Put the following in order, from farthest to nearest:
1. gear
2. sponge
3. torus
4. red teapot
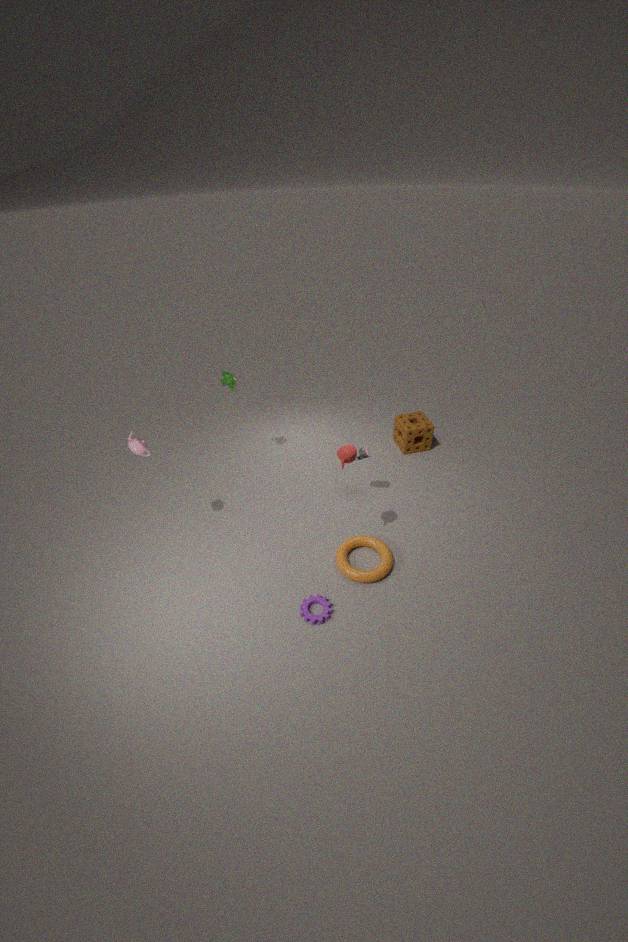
sponge < torus < gear < red teapot
